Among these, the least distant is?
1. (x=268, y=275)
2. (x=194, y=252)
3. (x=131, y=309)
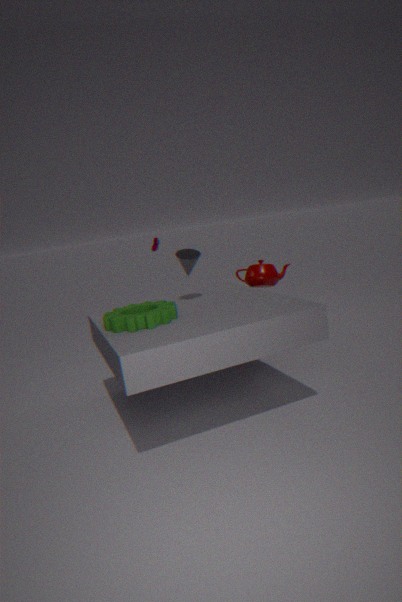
(x=131, y=309)
